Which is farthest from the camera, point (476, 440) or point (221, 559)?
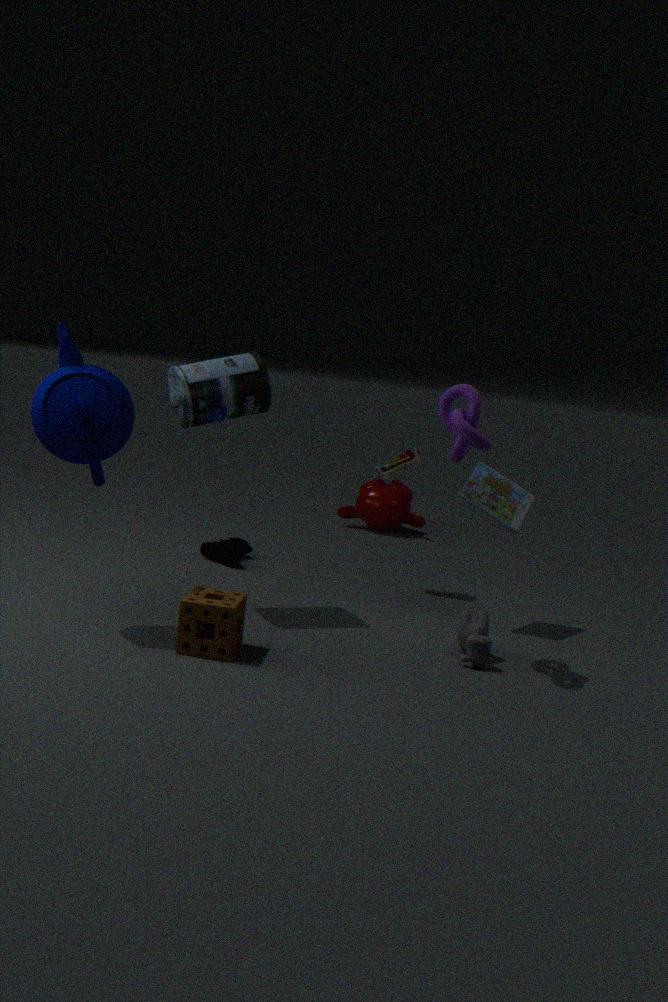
point (221, 559)
